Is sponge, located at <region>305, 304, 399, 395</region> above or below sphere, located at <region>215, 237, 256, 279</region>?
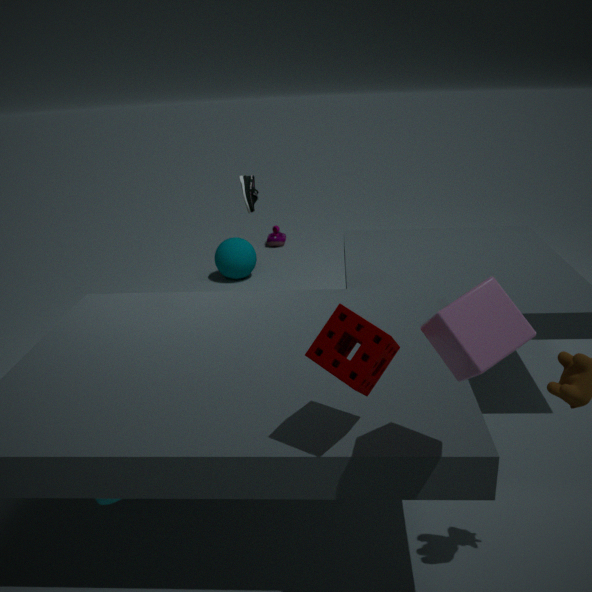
above
